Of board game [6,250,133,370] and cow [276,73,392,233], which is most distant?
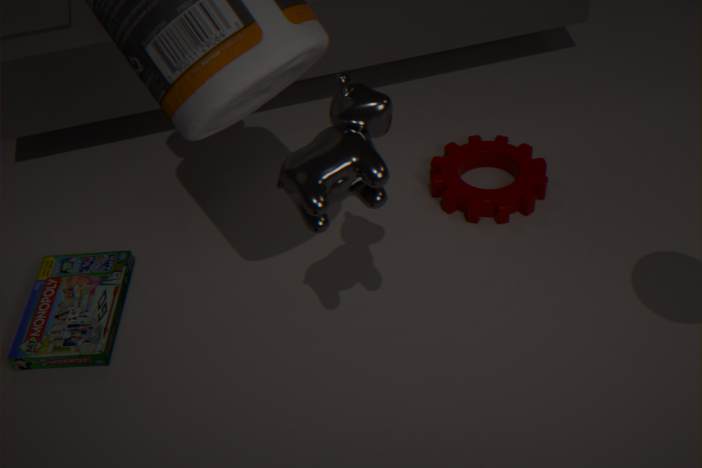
board game [6,250,133,370]
